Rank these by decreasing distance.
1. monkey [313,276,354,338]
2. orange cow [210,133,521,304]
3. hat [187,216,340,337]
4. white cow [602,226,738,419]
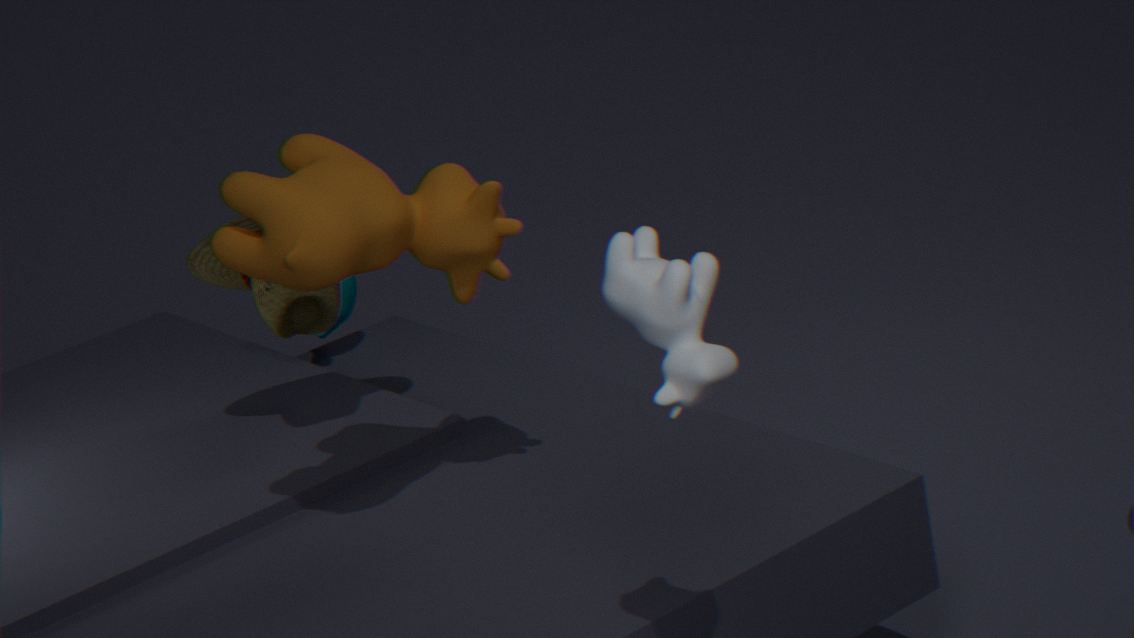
monkey [313,276,354,338] → hat [187,216,340,337] → orange cow [210,133,521,304] → white cow [602,226,738,419]
